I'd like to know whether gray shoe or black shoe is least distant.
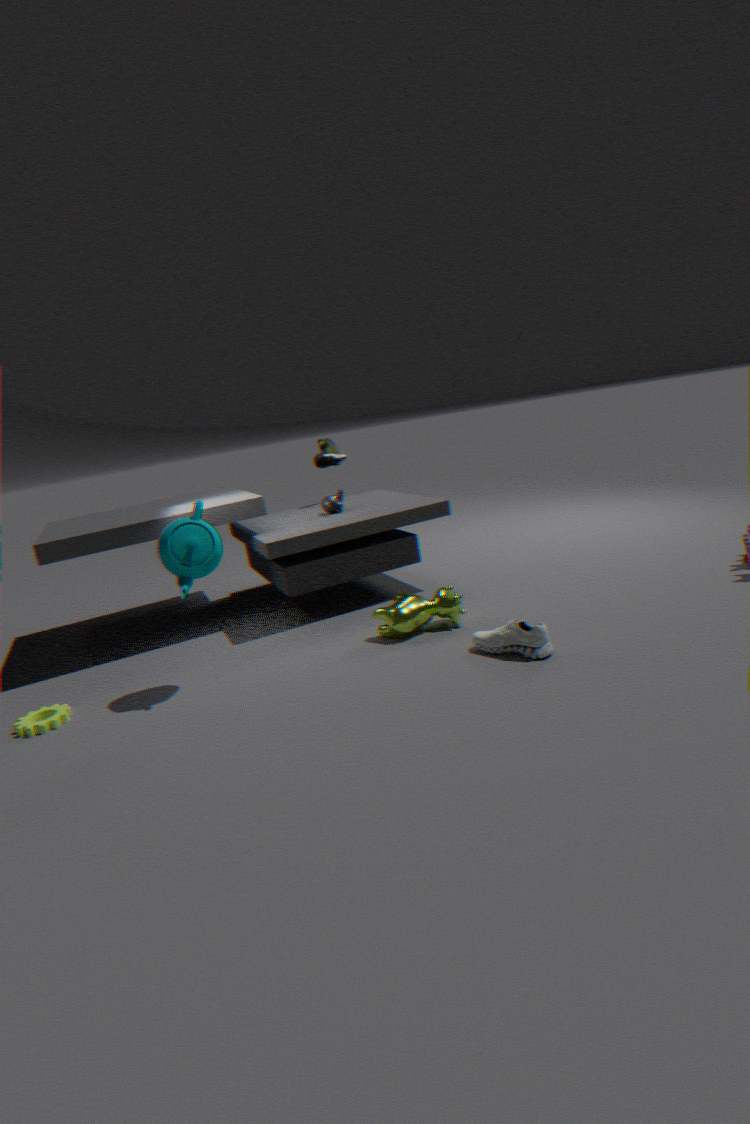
gray shoe
